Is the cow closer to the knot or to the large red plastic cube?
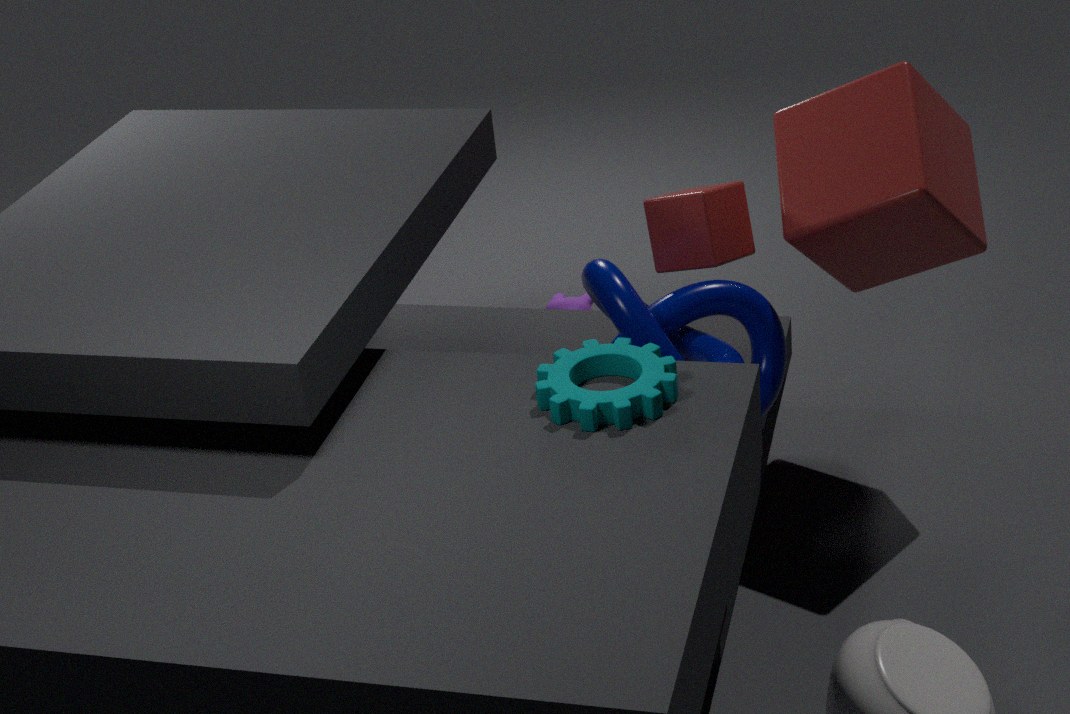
the knot
